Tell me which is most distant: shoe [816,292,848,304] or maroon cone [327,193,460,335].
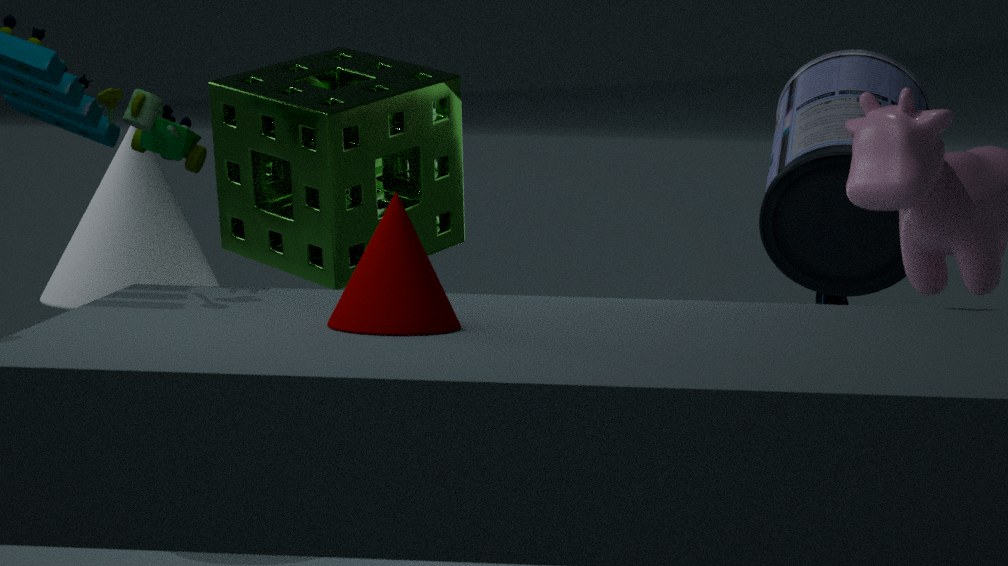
shoe [816,292,848,304]
